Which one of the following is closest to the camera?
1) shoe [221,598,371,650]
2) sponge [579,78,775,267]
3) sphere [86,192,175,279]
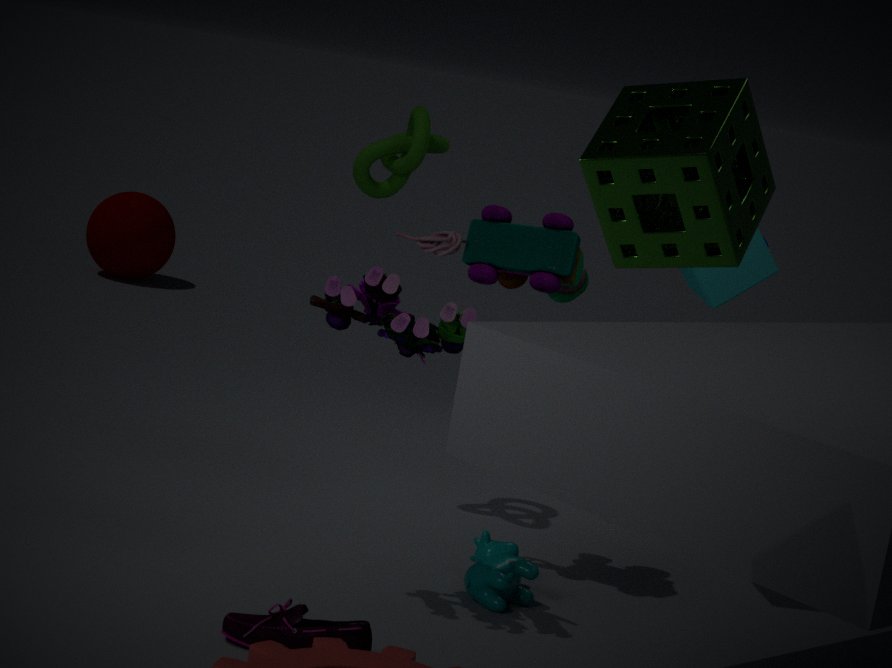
2. sponge [579,78,775,267]
